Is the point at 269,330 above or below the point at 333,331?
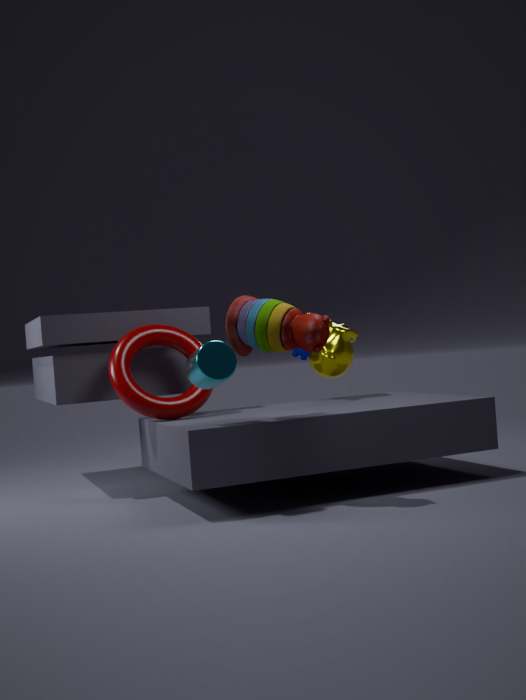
above
